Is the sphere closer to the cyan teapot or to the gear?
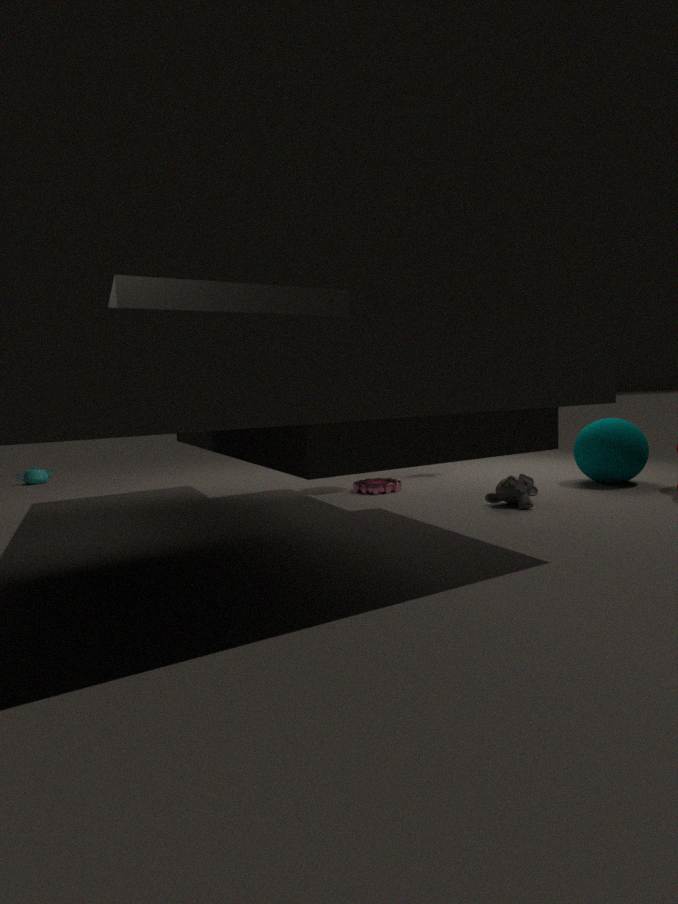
the gear
